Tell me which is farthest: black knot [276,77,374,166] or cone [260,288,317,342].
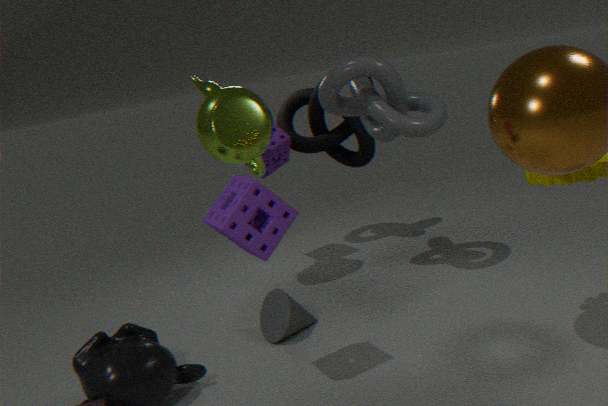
black knot [276,77,374,166]
